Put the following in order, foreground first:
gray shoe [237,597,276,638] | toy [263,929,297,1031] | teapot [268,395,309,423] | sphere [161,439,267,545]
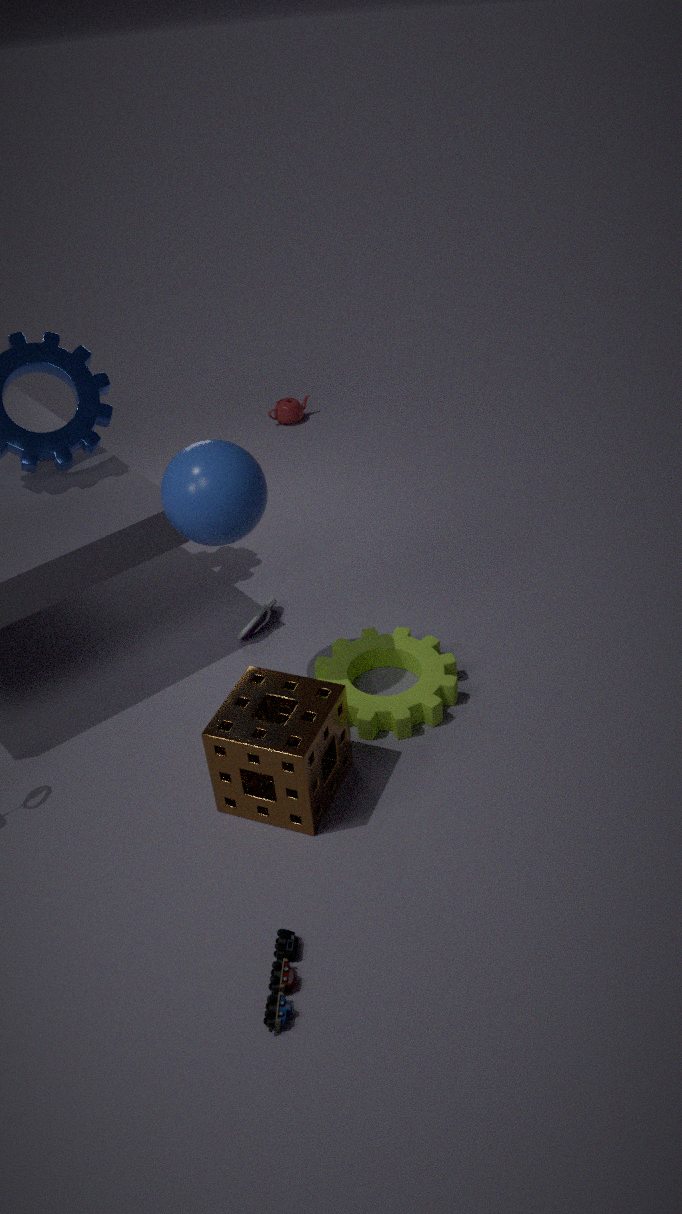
toy [263,929,297,1031], sphere [161,439,267,545], gray shoe [237,597,276,638], teapot [268,395,309,423]
